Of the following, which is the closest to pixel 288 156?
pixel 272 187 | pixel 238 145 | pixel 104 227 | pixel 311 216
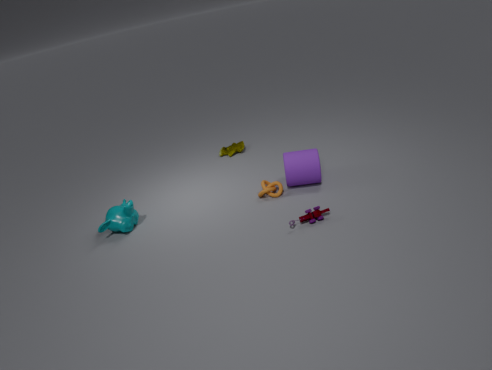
pixel 272 187
